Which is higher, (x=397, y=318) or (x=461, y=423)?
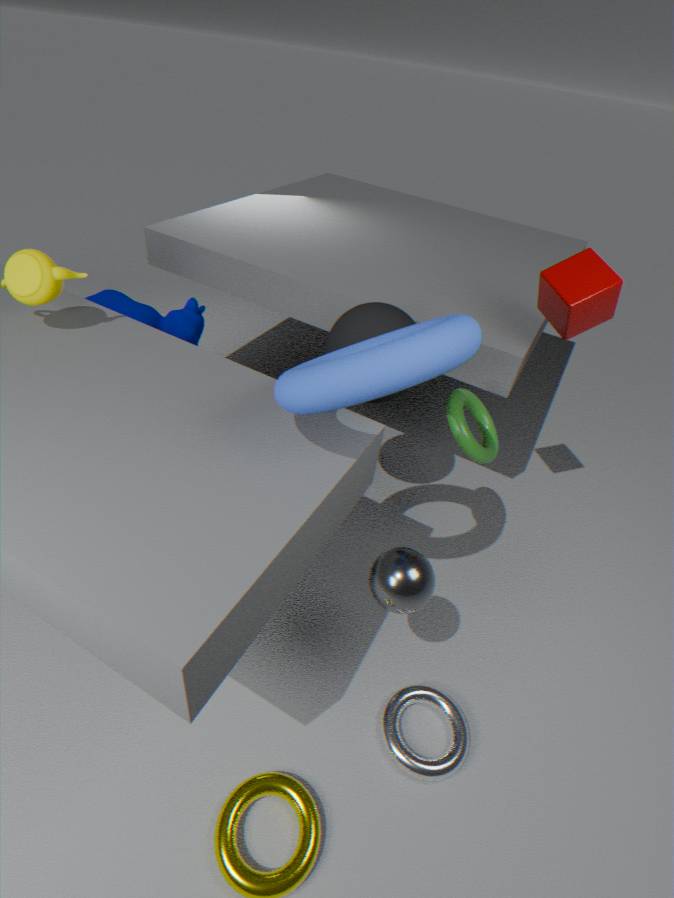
(x=397, y=318)
